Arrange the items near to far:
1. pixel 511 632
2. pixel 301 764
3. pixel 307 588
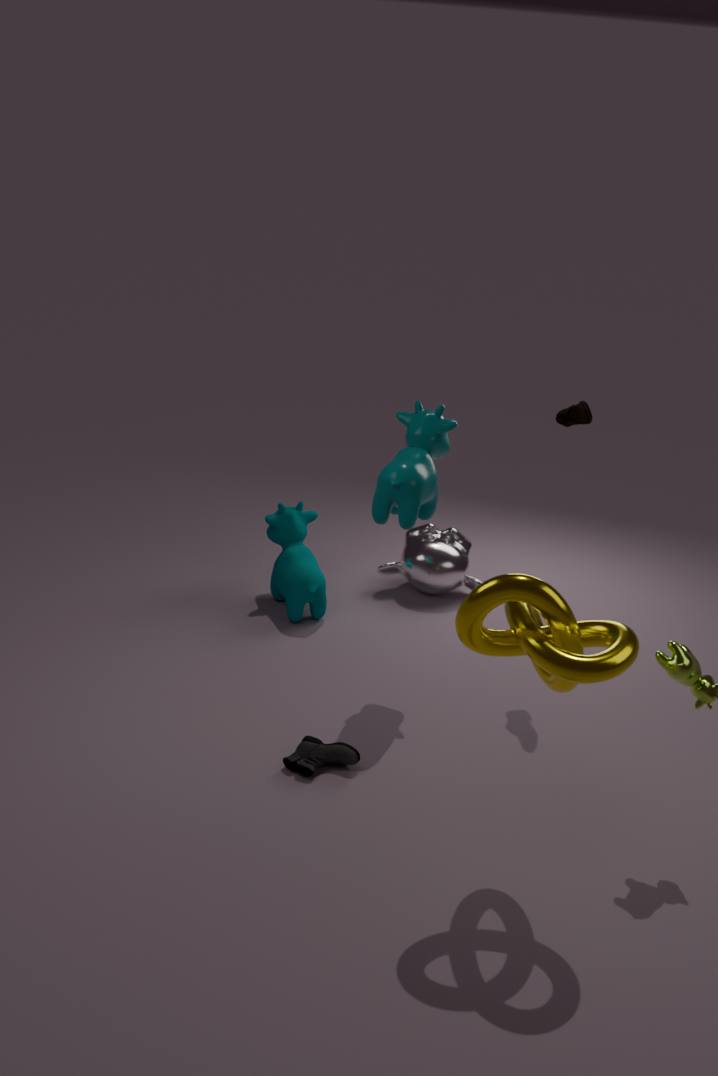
pixel 511 632 → pixel 301 764 → pixel 307 588
